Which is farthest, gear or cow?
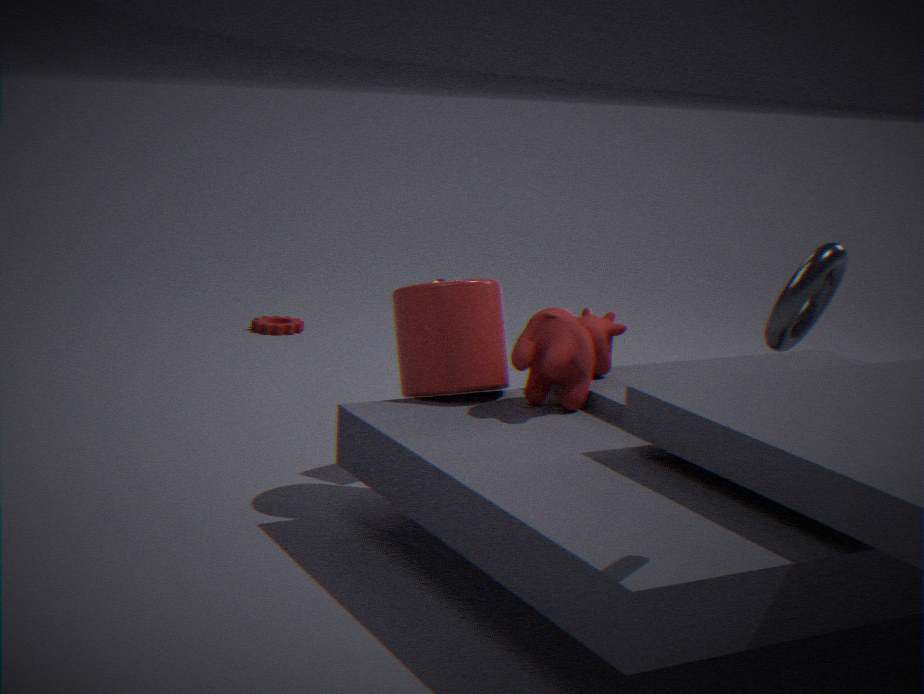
gear
